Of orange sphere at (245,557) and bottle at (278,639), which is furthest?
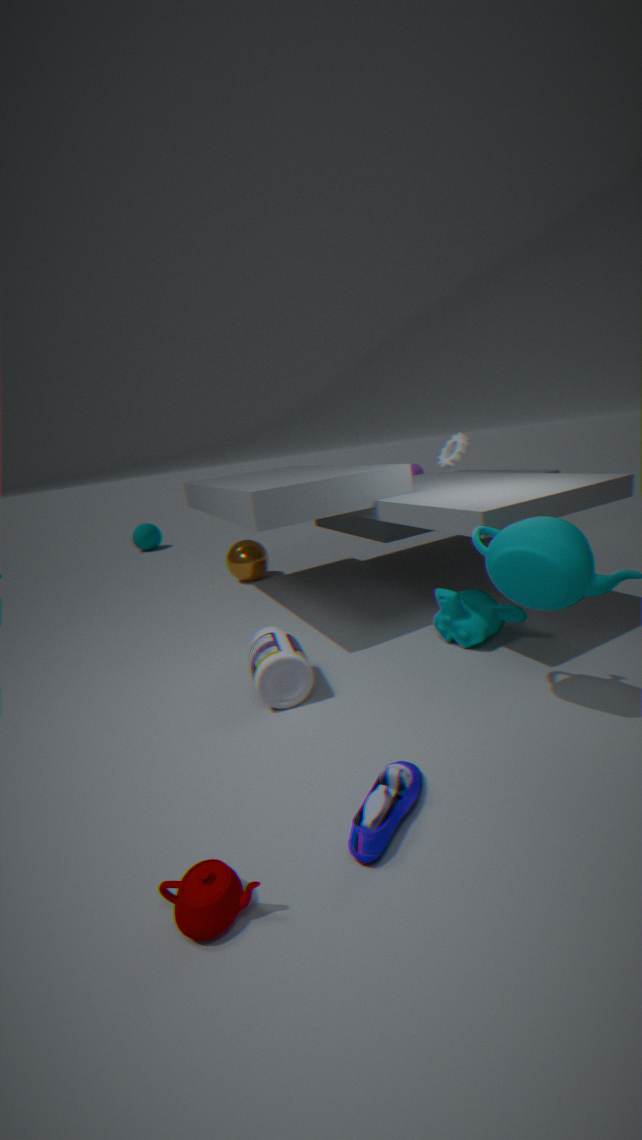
orange sphere at (245,557)
